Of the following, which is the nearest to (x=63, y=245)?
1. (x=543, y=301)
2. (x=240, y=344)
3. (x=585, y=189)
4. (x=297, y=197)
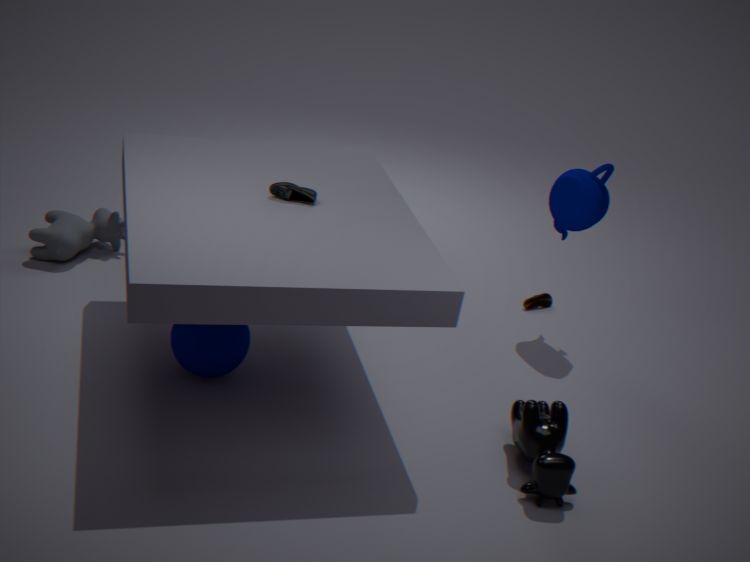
(x=240, y=344)
